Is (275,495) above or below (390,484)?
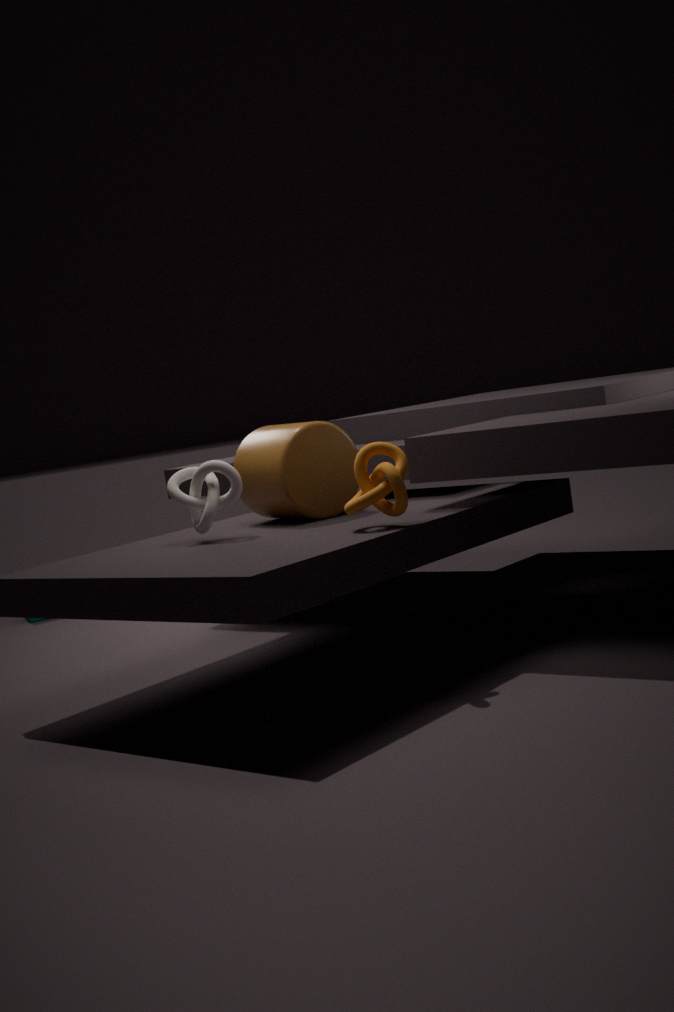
above
